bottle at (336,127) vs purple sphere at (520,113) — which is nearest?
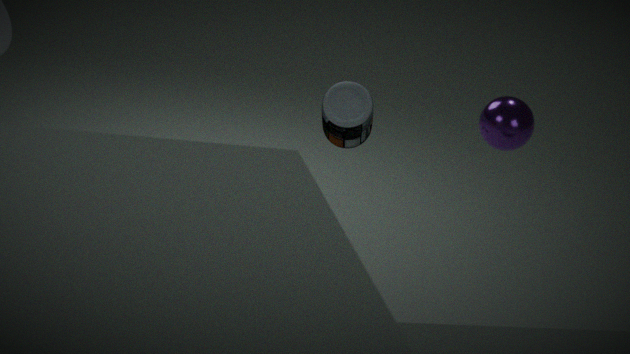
bottle at (336,127)
